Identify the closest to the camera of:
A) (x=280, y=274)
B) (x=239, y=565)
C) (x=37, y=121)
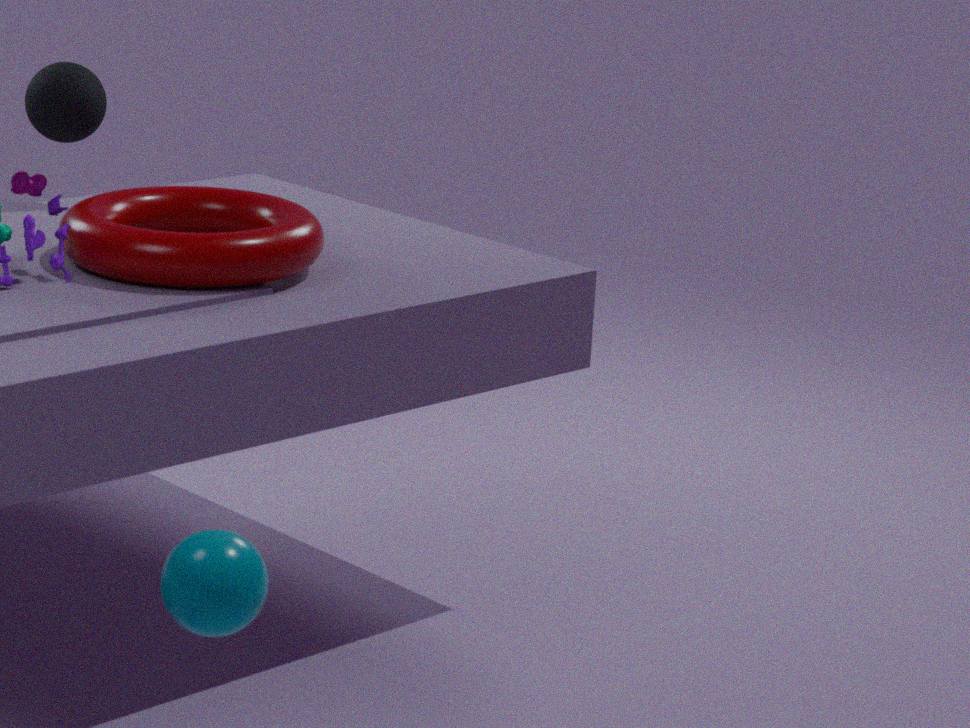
(x=239, y=565)
